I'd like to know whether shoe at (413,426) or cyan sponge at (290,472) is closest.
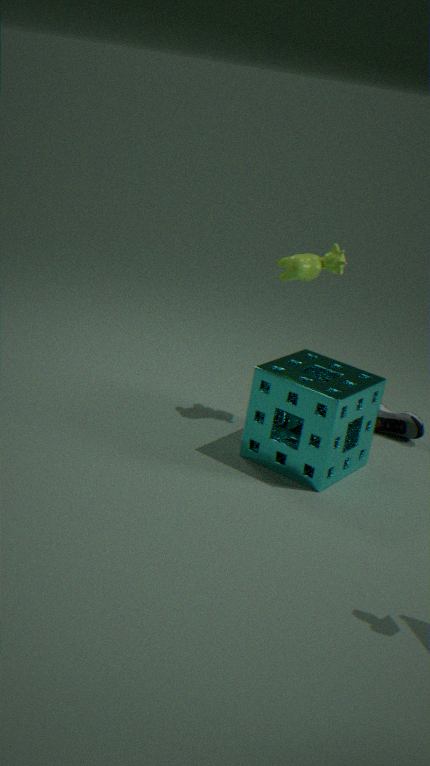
cyan sponge at (290,472)
